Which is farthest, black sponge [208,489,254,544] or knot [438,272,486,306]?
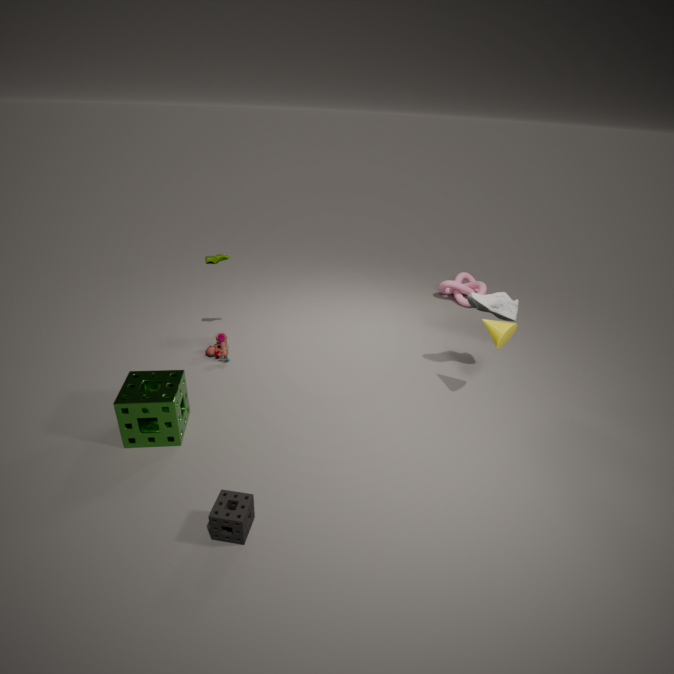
knot [438,272,486,306]
